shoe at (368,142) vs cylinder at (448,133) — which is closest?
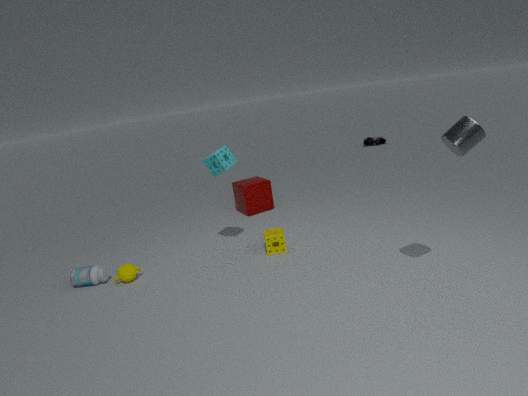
cylinder at (448,133)
